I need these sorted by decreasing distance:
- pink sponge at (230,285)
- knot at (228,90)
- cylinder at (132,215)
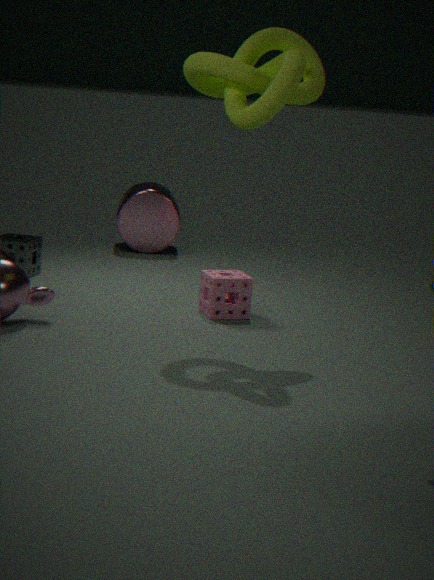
cylinder at (132,215) < pink sponge at (230,285) < knot at (228,90)
